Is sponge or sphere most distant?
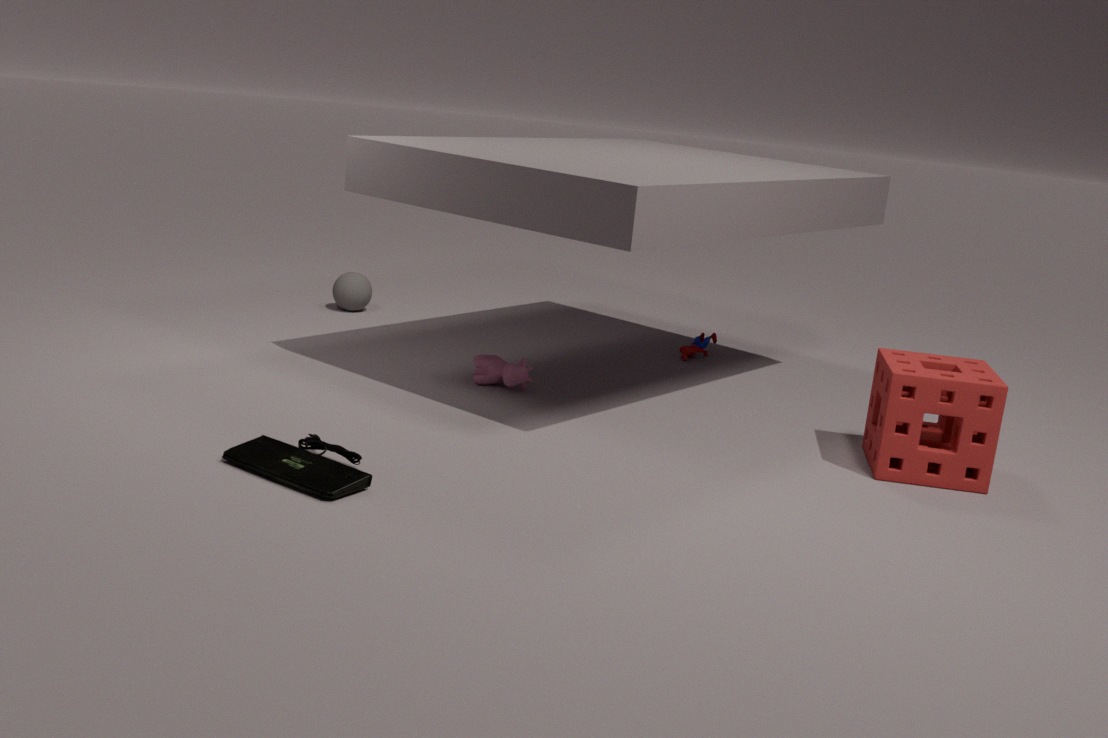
sphere
